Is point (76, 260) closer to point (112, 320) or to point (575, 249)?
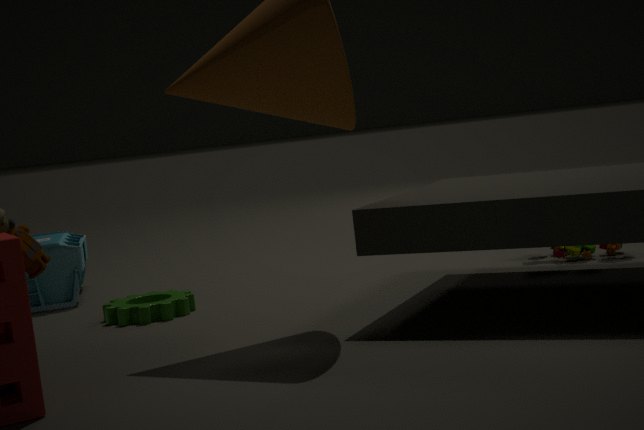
point (112, 320)
